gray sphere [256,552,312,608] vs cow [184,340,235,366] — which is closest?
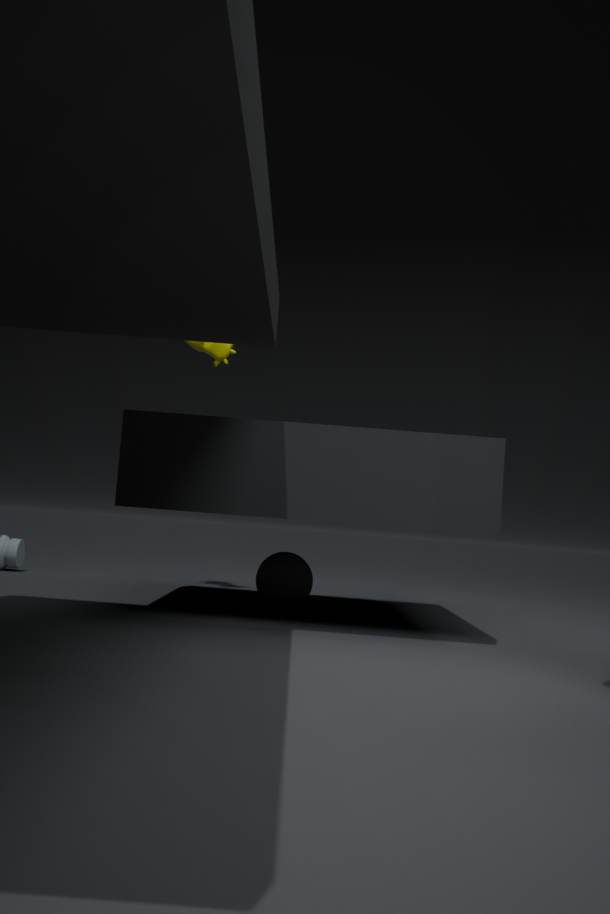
gray sphere [256,552,312,608]
